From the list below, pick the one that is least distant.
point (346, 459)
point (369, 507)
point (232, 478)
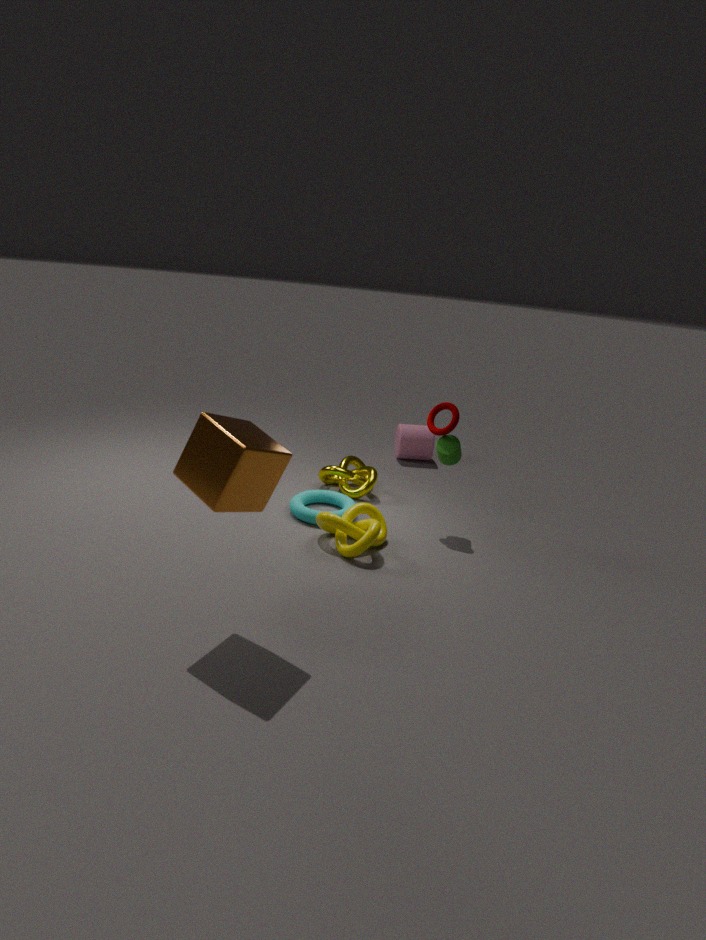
point (232, 478)
